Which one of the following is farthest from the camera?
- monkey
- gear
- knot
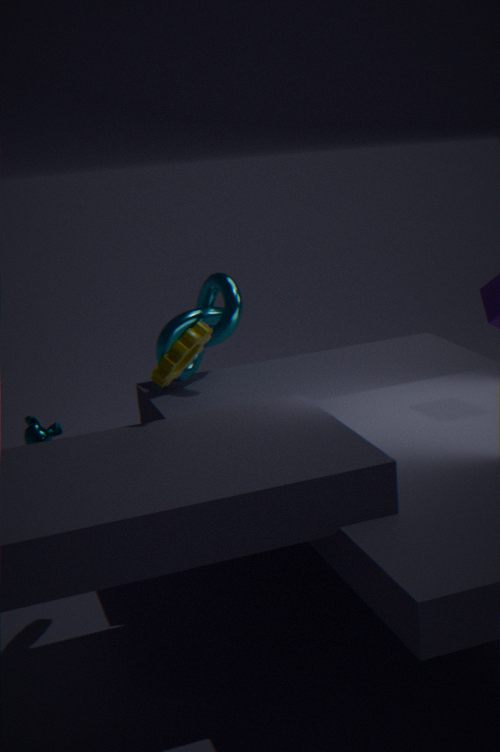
monkey
